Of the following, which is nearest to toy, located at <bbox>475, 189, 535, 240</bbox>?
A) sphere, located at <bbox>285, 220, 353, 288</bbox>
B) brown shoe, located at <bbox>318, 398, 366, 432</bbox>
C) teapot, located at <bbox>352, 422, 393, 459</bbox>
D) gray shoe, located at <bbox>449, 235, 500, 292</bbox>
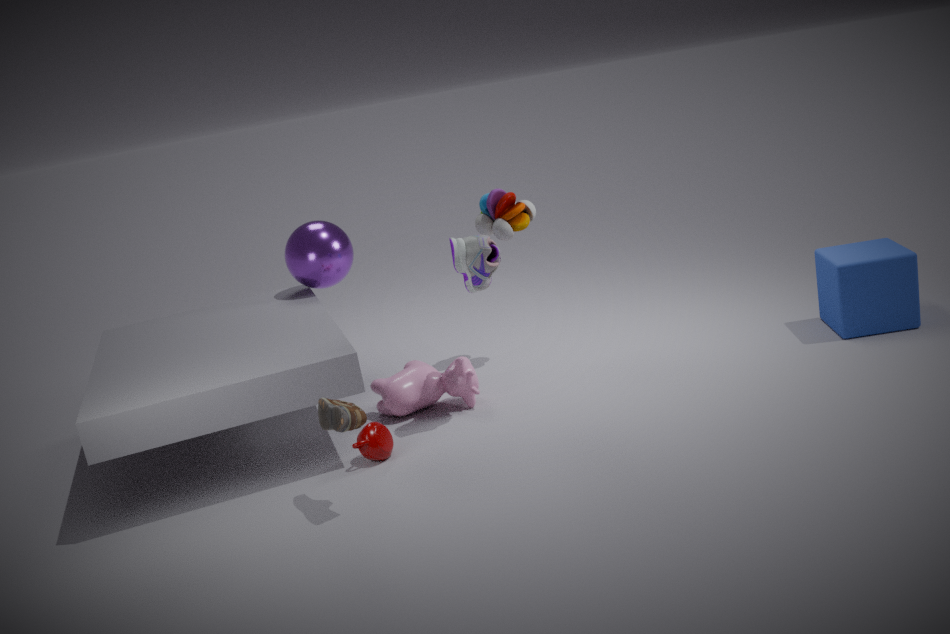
gray shoe, located at <bbox>449, 235, 500, 292</bbox>
